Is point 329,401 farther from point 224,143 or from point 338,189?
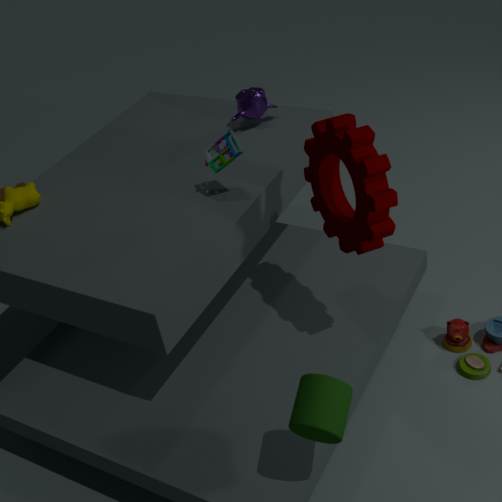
point 224,143
